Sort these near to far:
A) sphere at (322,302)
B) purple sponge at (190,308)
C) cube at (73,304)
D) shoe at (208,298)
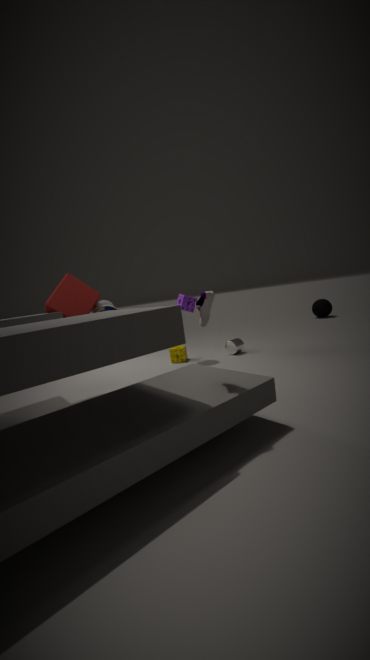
shoe at (208,298) < cube at (73,304) < purple sponge at (190,308) < sphere at (322,302)
